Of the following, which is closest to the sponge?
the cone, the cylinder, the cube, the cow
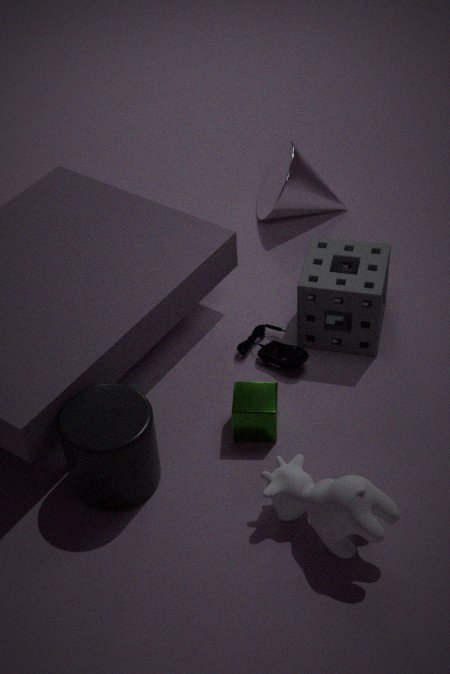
the cube
